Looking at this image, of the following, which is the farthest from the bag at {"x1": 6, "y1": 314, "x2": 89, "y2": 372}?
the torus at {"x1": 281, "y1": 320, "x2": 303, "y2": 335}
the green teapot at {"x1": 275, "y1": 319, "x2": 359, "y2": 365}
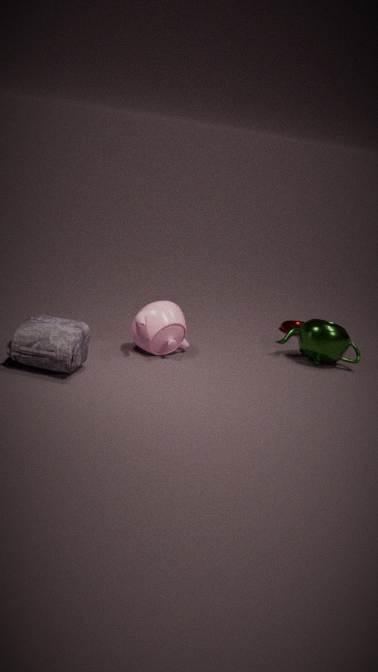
the torus at {"x1": 281, "y1": 320, "x2": 303, "y2": 335}
